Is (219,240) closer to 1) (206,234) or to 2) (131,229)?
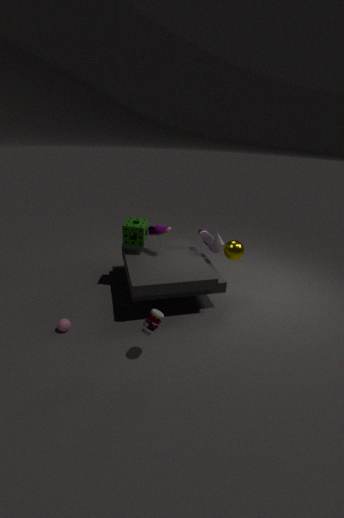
1) (206,234)
